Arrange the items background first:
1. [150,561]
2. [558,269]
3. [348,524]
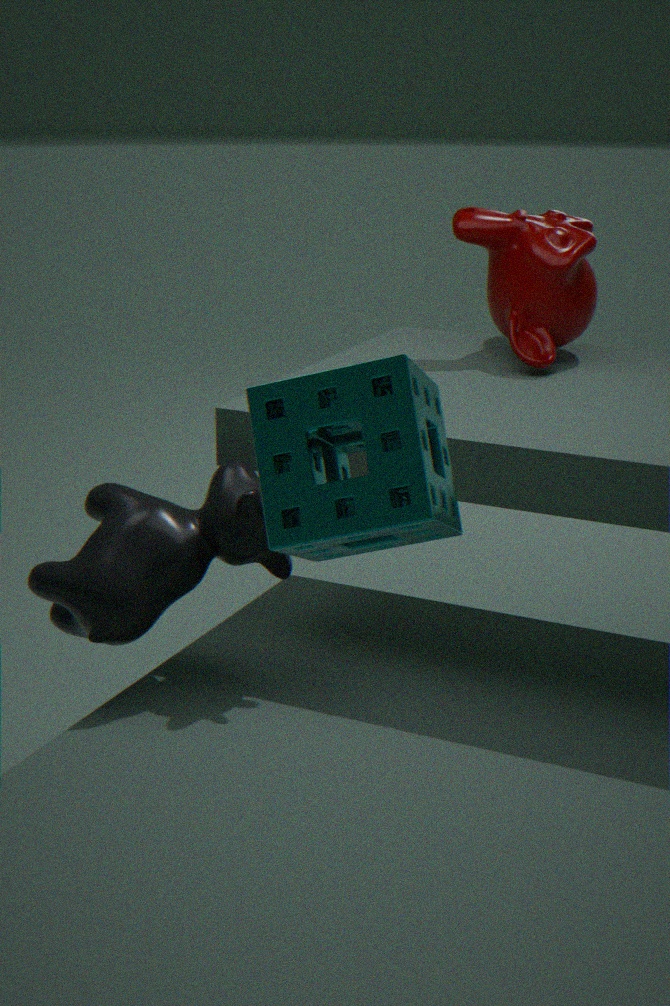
[558,269]
[150,561]
[348,524]
